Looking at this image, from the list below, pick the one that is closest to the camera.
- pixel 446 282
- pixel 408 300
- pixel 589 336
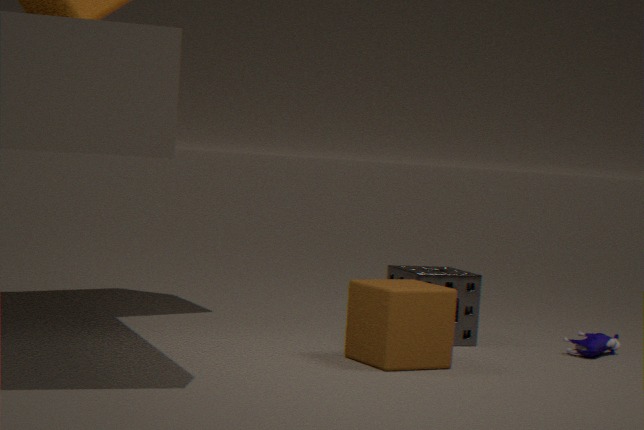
pixel 408 300
